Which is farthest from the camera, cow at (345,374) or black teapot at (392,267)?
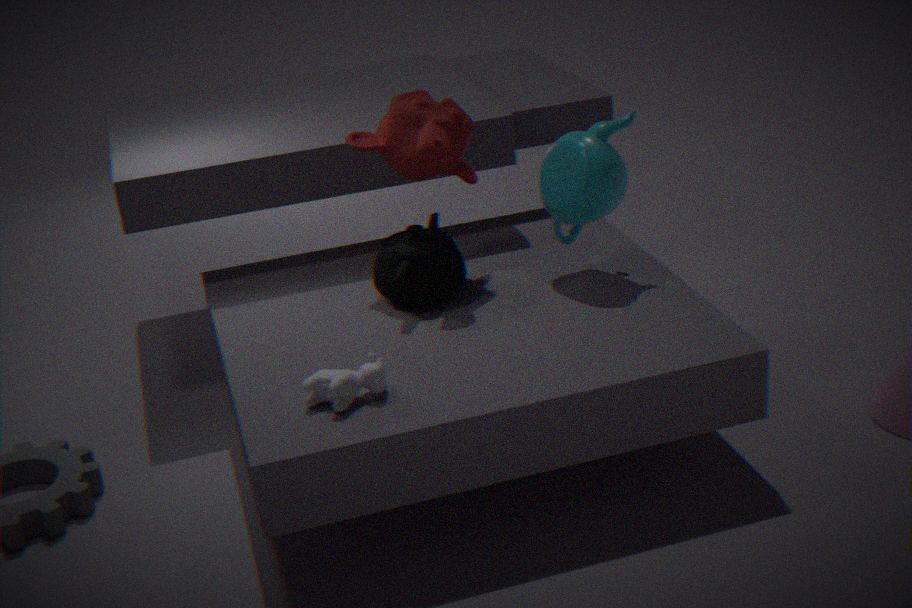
black teapot at (392,267)
